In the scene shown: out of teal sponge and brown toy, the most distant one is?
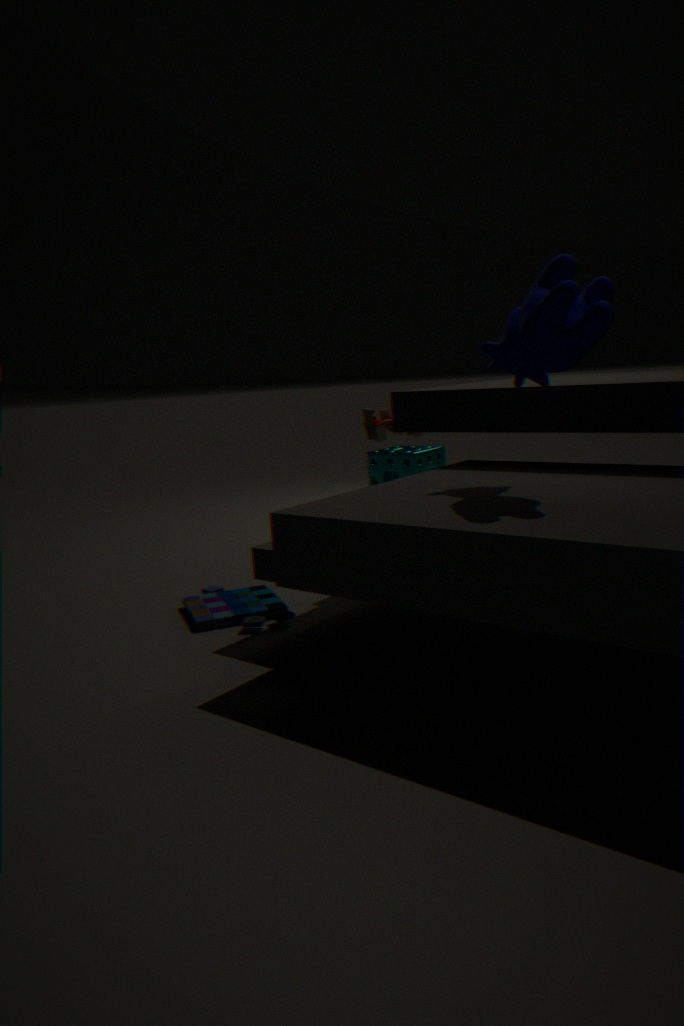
teal sponge
